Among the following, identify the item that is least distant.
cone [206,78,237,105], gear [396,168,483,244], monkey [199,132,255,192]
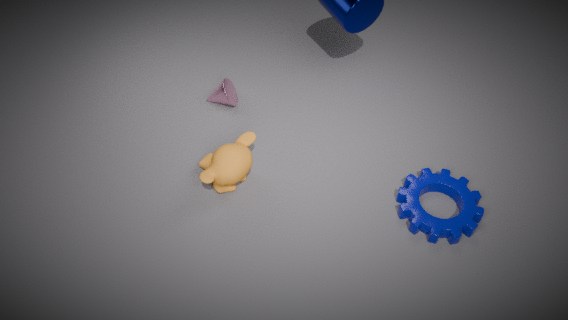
gear [396,168,483,244]
